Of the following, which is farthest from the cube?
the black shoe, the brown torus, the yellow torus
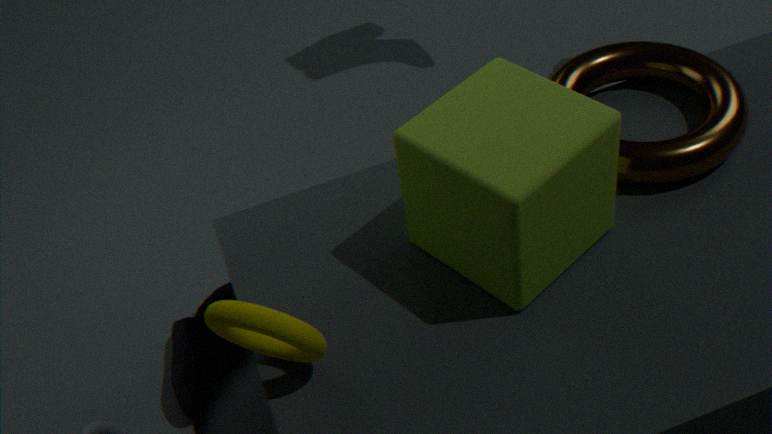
the black shoe
